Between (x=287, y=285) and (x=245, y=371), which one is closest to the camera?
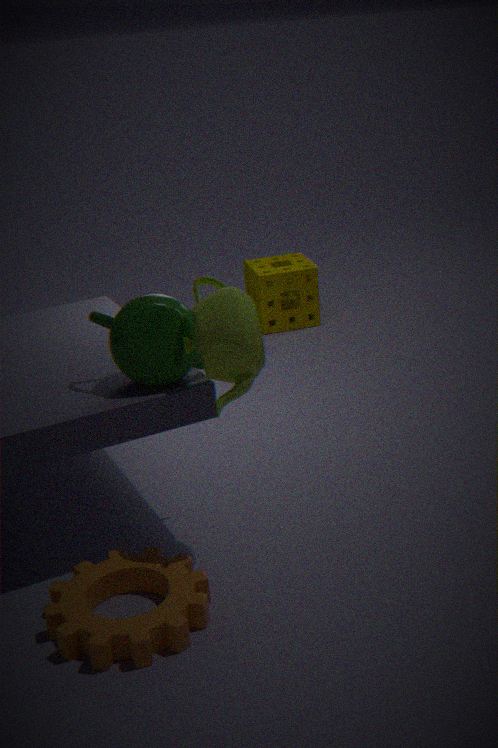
(x=245, y=371)
